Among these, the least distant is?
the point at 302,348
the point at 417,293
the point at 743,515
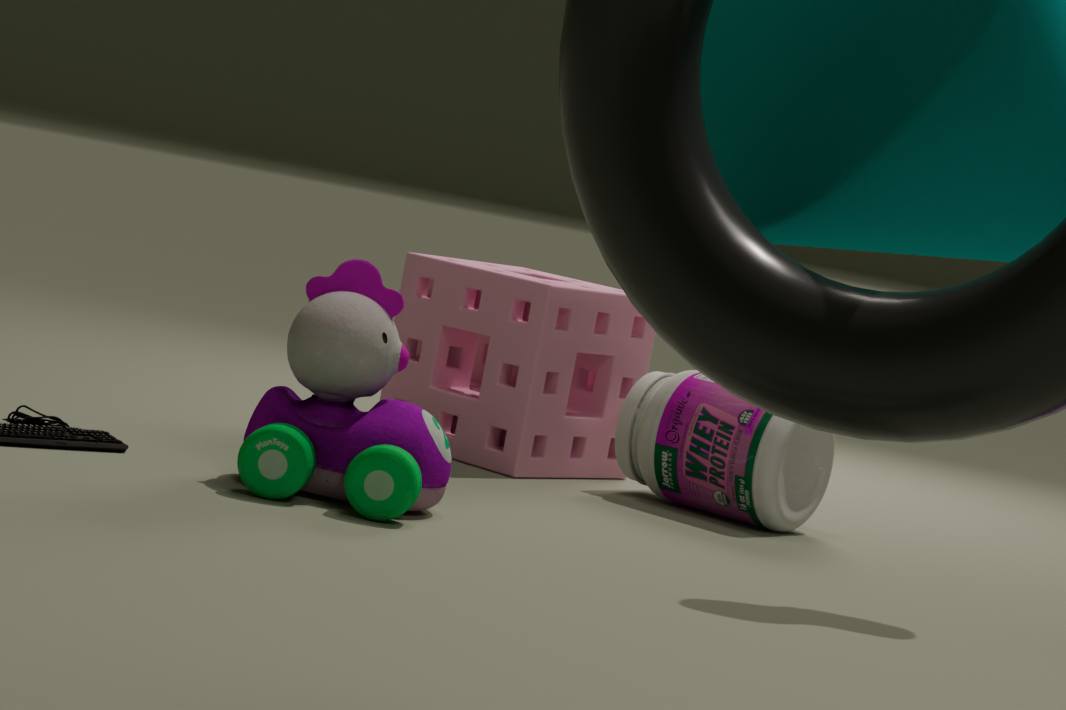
the point at 302,348
